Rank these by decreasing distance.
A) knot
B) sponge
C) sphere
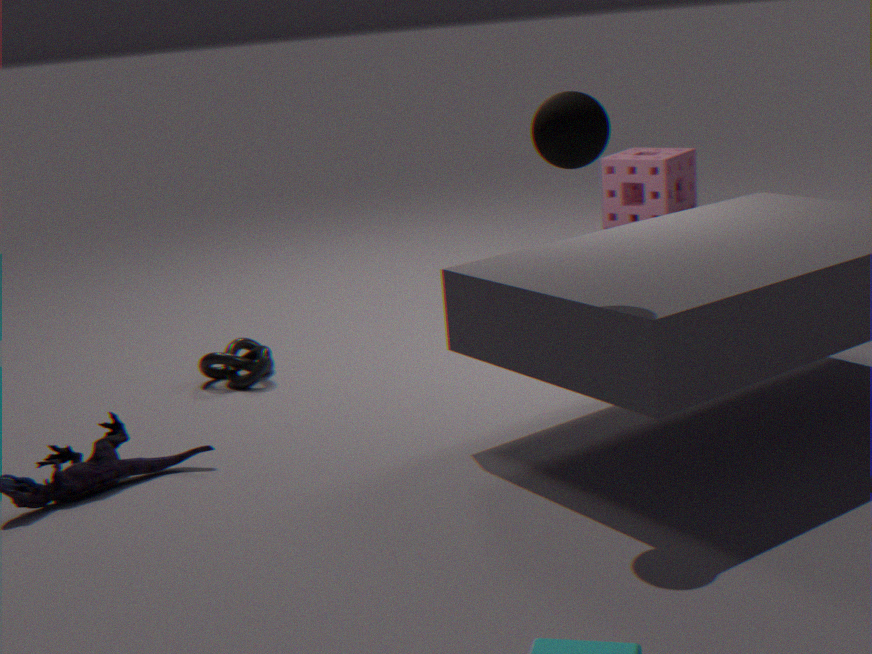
sponge < knot < sphere
